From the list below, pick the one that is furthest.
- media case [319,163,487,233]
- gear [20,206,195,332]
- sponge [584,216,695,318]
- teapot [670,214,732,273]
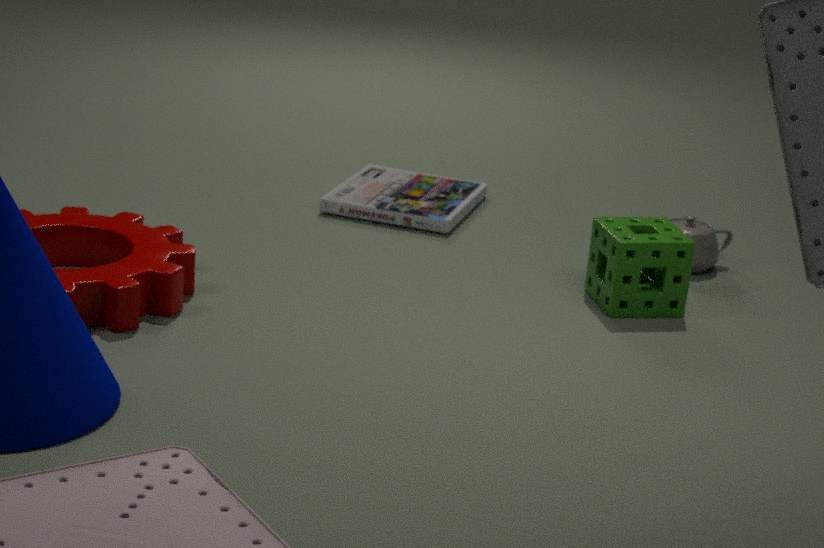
media case [319,163,487,233]
